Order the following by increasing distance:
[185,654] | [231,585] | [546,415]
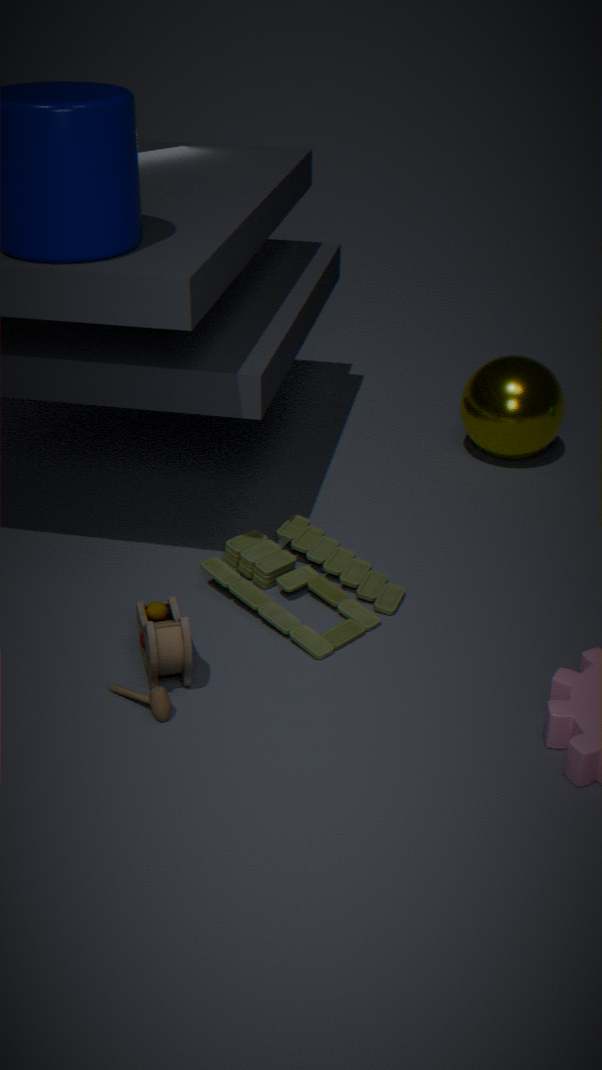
[185,654], [231,585], [546,415]
